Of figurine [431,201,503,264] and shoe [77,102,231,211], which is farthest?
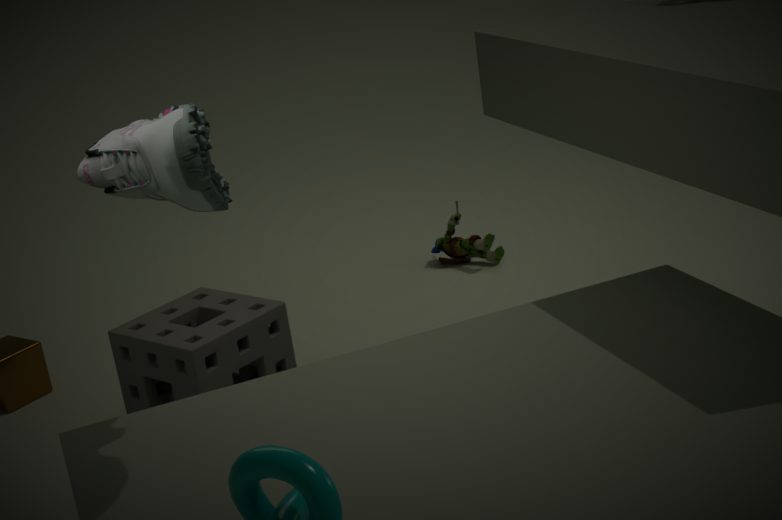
figurine [431,201,503,264]
